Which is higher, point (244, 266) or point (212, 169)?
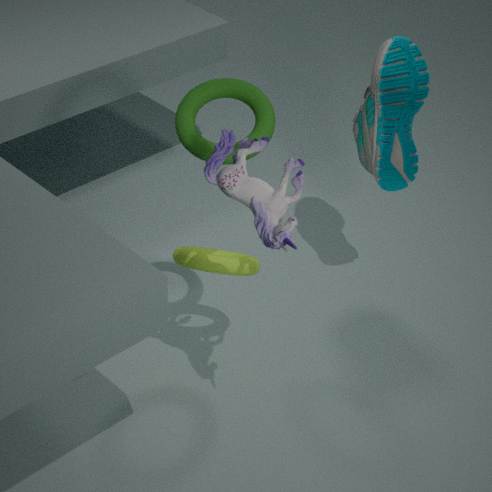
point (212, 169)
